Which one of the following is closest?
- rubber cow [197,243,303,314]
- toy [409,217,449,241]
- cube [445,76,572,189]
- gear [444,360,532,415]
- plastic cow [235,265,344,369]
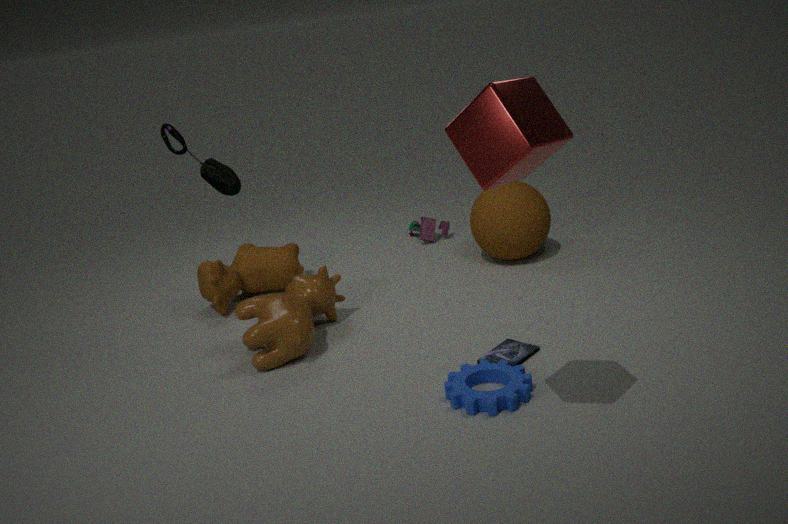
cube [445,76,572,189]
